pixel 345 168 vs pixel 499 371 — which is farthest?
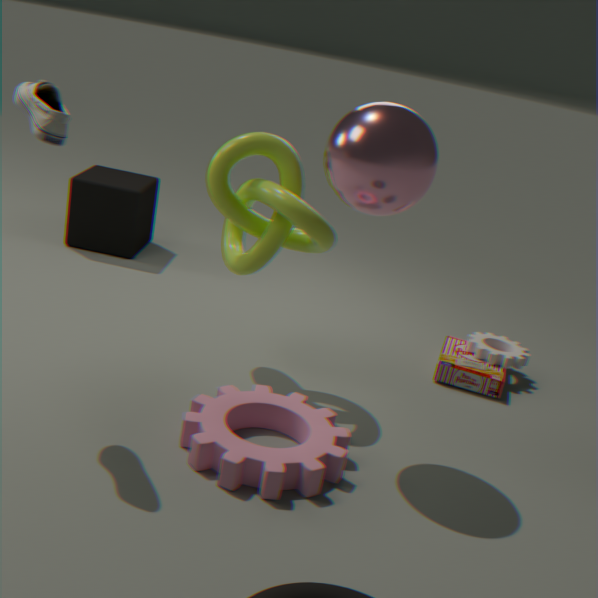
pixel 499 371
